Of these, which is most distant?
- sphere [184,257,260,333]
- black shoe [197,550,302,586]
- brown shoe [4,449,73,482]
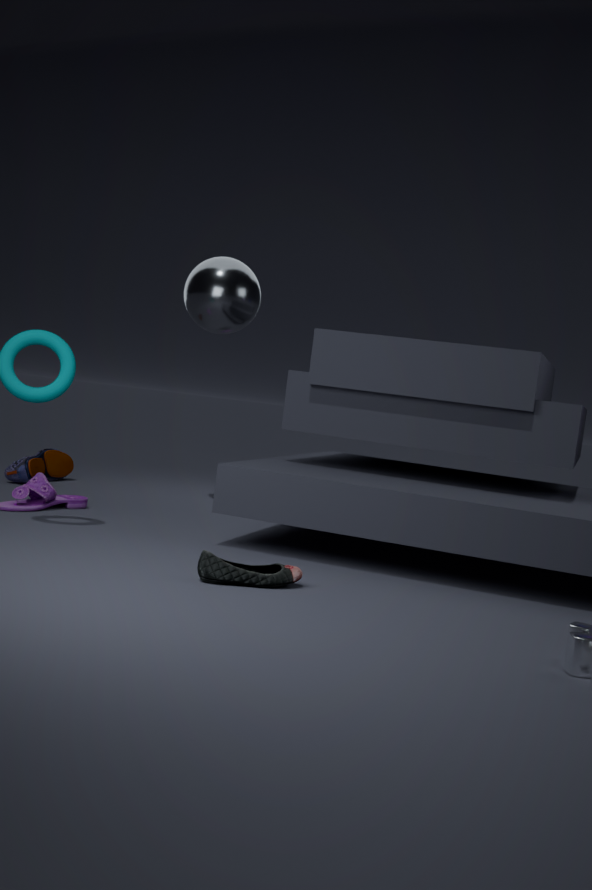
brown shoe [4,449,73,482]
